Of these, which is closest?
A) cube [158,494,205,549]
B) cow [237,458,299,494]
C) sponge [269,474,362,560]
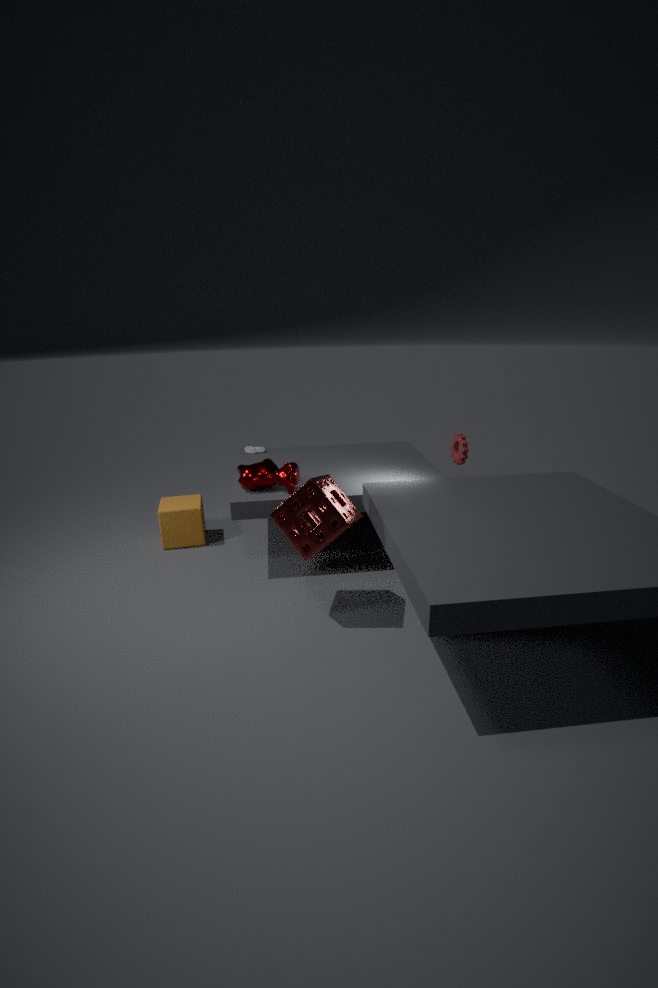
sponge [269,474,362,560]
